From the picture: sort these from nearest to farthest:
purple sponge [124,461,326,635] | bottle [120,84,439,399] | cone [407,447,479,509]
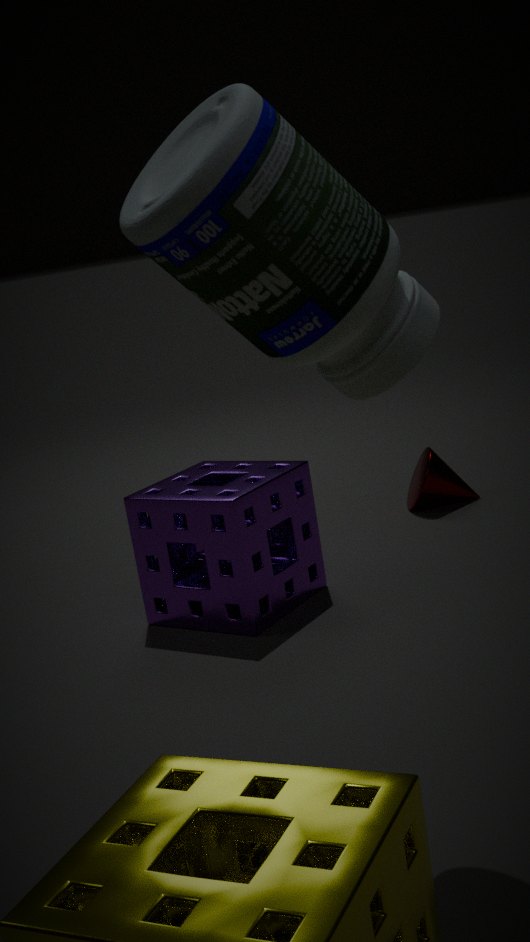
bottle [120,84,439,399] < purple sponge [124,461,326,635] < cone [407,447,479,509]
